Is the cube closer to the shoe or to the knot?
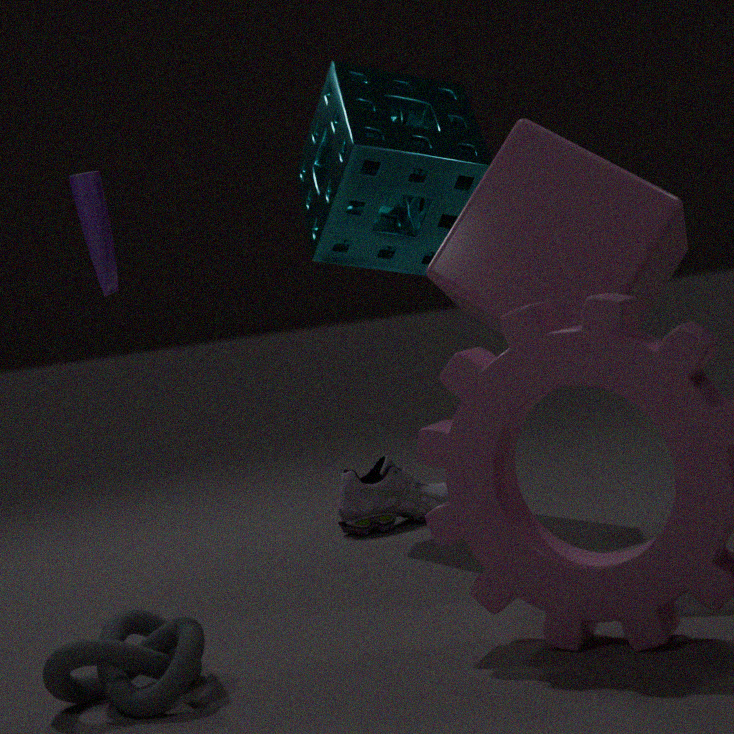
the shoe
